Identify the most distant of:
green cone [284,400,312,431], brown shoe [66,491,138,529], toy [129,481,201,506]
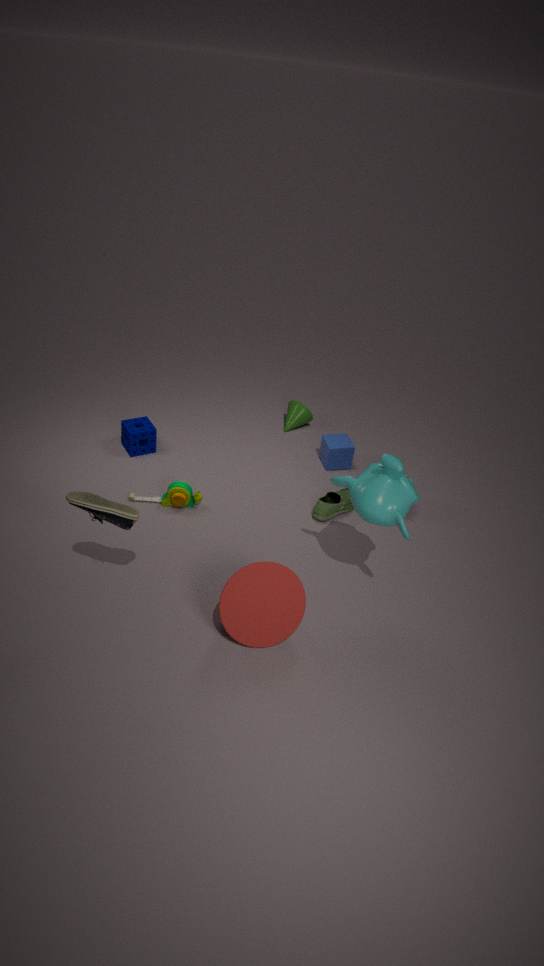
green cone [284,400,312,431]
